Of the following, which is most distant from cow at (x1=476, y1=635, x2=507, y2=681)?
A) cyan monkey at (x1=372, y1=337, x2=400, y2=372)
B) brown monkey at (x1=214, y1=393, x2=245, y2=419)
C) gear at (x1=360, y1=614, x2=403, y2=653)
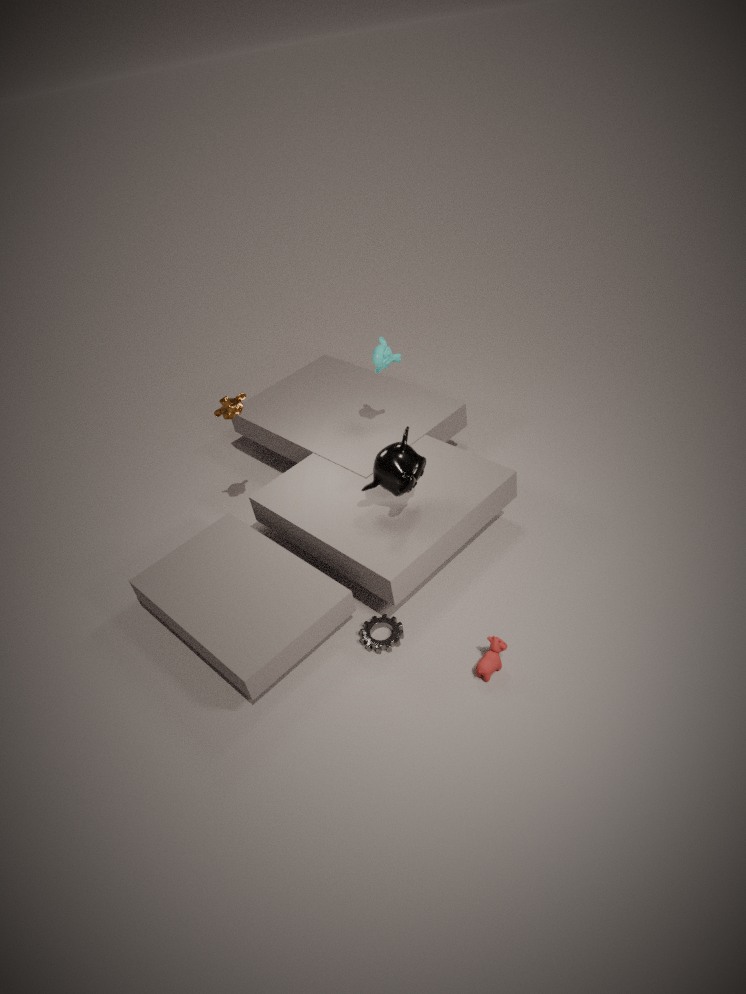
brown monkey at (x1=214, y1=393, x2=245, y2=419)
